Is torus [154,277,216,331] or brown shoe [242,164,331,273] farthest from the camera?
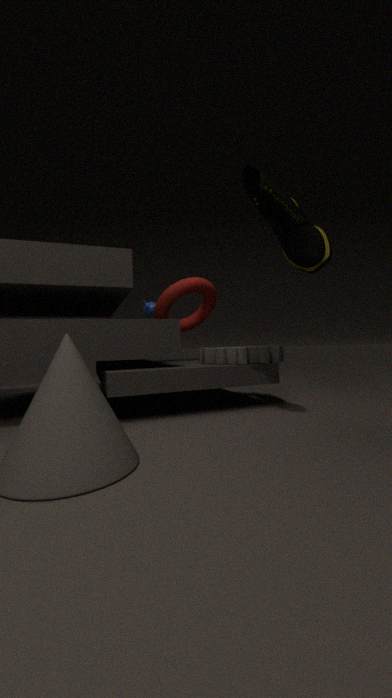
torus [154,277,216,331]
